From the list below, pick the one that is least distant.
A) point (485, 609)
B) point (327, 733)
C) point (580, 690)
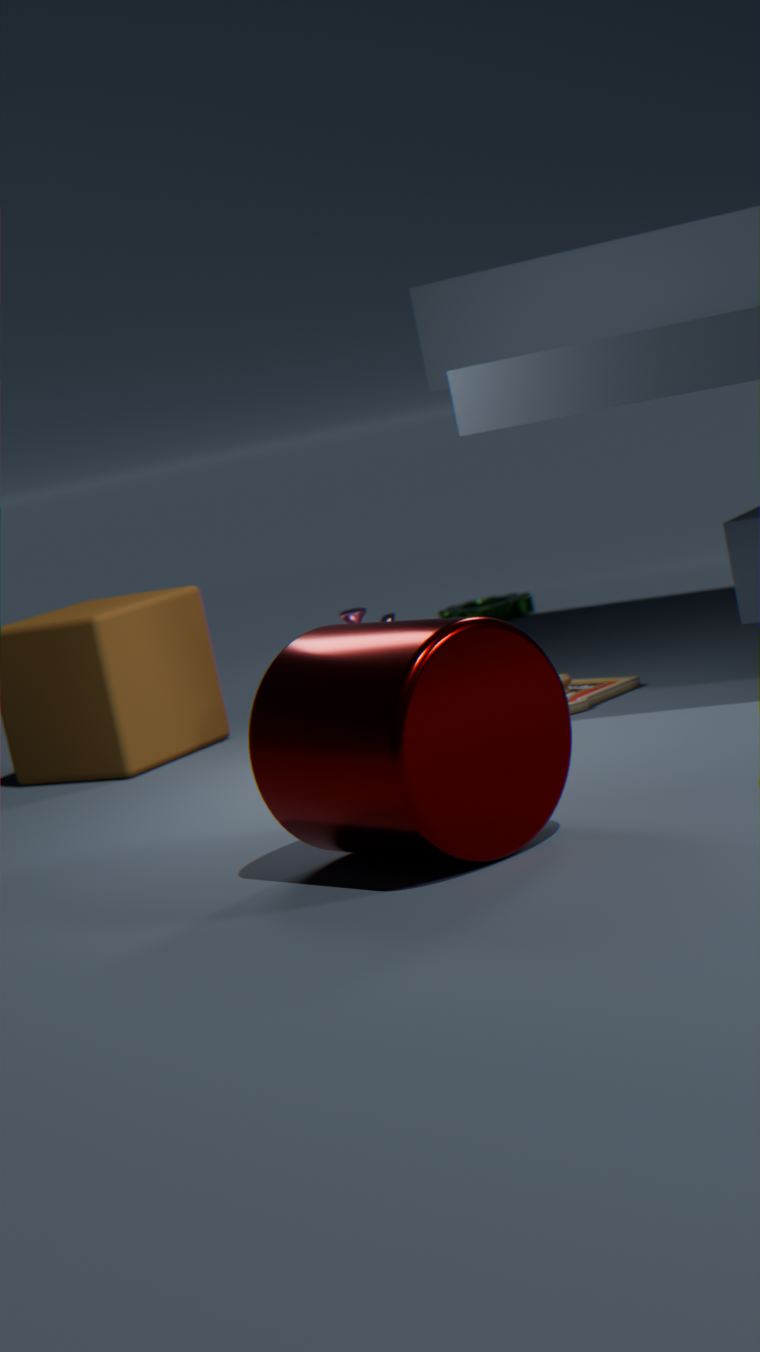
point (327, 733)
